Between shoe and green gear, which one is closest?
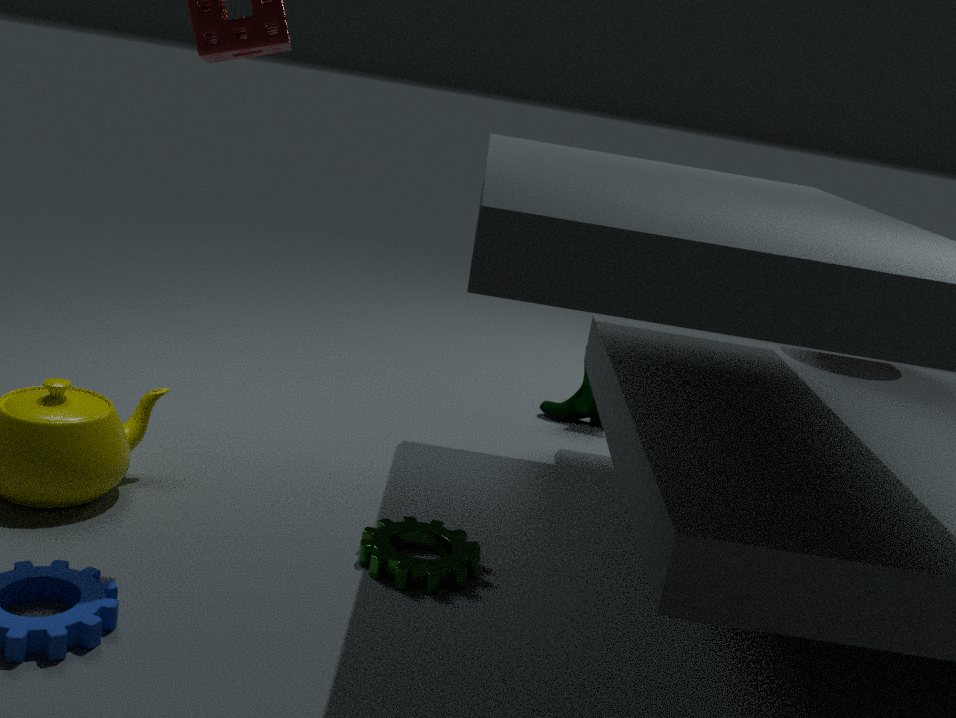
green gear
